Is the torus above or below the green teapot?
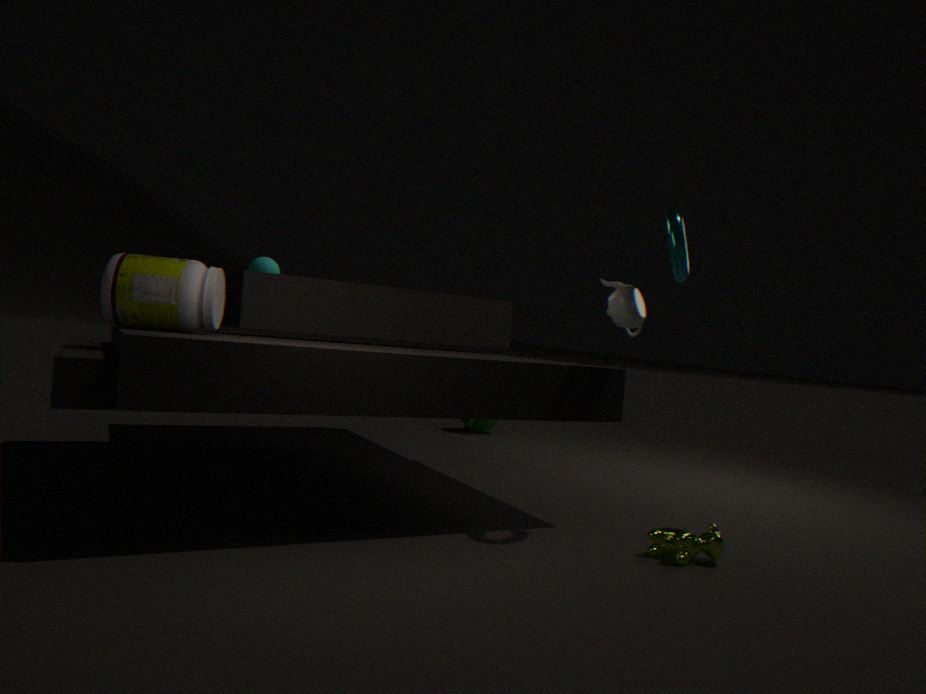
above
